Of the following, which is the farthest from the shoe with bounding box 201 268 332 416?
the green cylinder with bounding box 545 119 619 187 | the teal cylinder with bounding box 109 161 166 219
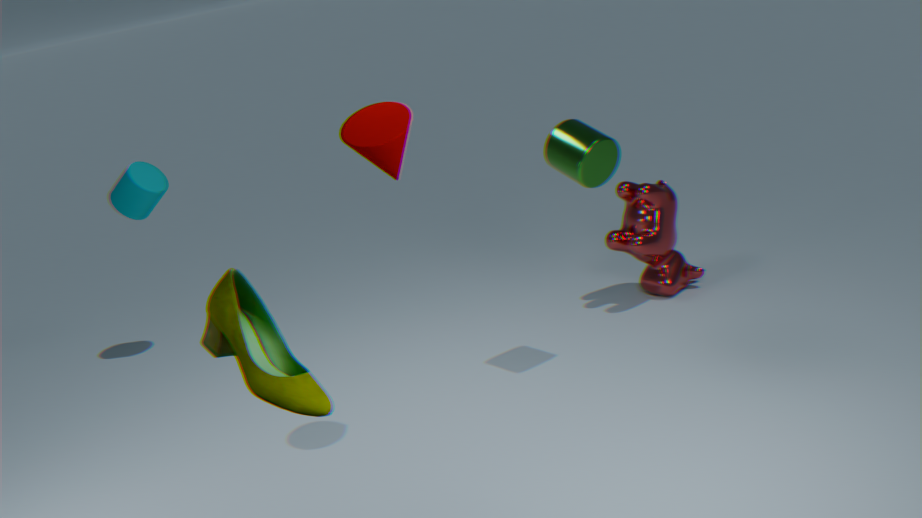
the teal cylinder with bounding box 109 161 166 219
